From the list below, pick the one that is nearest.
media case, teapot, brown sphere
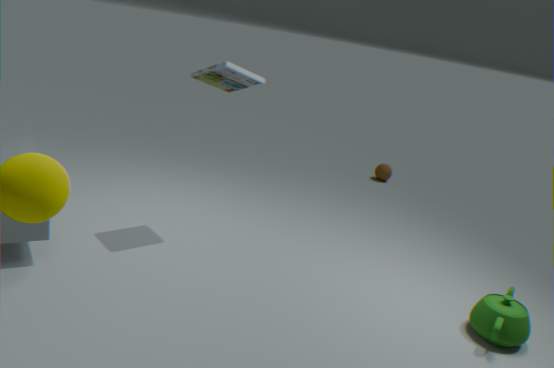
teapot
